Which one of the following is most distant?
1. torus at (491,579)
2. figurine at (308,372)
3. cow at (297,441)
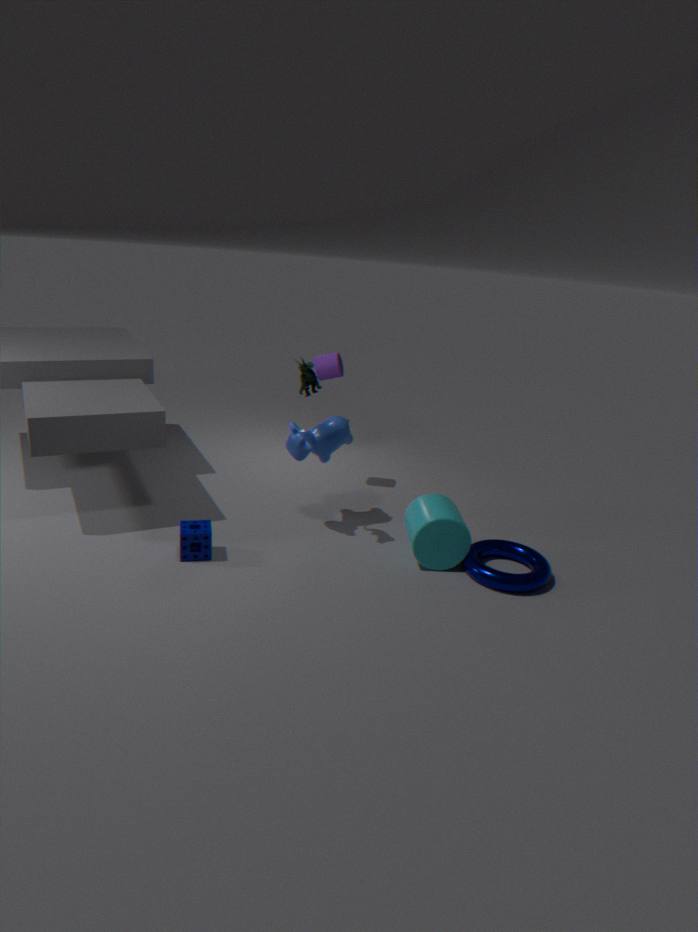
cow at (297,441)
